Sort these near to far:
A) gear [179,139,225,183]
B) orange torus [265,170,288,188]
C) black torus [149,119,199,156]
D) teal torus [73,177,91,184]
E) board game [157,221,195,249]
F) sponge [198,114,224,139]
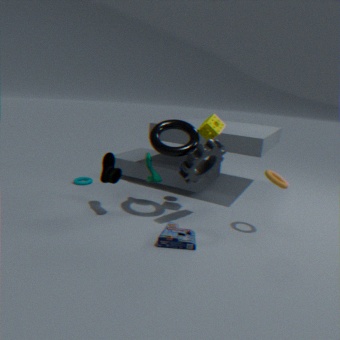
board game [157,221,195,249] → orange torus [265,170,288,188] → gear [179,139,225,183] → black torus [149,119,199,156] → sponge [198,114,224,139] → teal torus [73,177,91,184]
